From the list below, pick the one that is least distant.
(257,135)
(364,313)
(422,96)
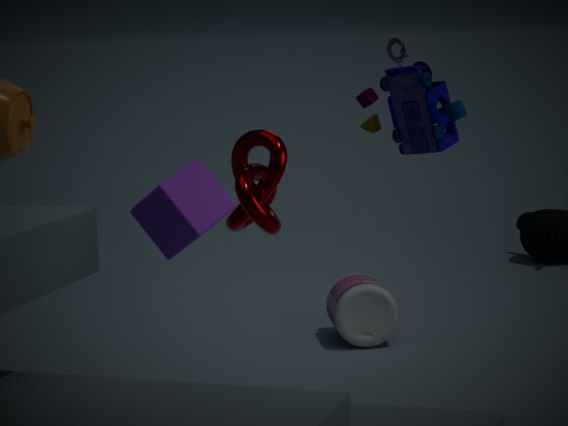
(257,135)
